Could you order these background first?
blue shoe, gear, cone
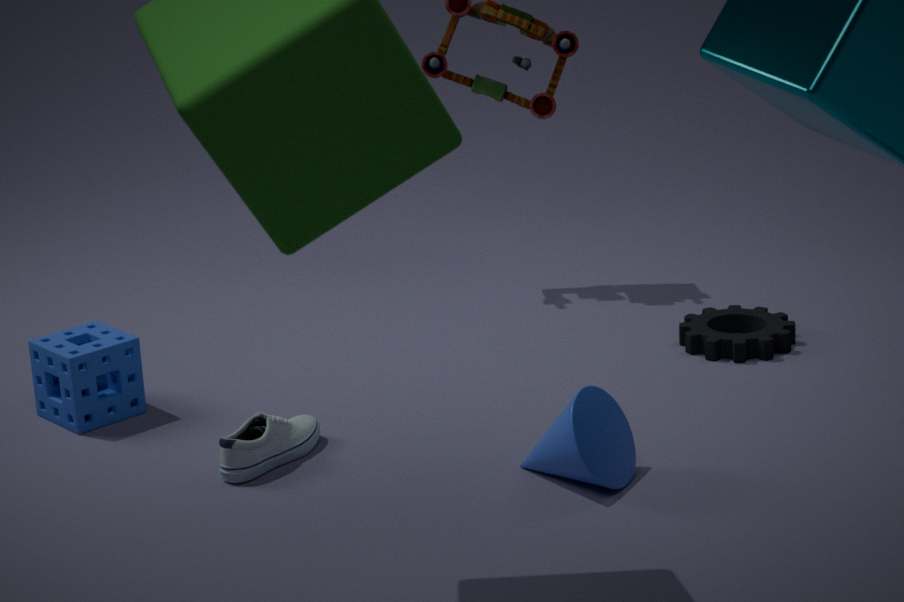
gear, blue shoe, cone
